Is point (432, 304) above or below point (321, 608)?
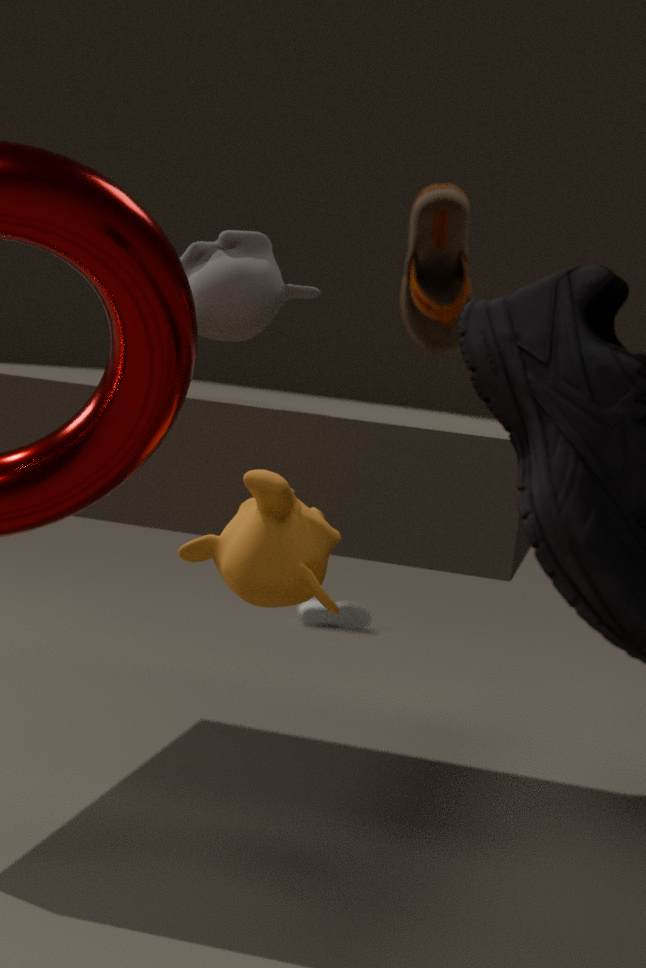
above
